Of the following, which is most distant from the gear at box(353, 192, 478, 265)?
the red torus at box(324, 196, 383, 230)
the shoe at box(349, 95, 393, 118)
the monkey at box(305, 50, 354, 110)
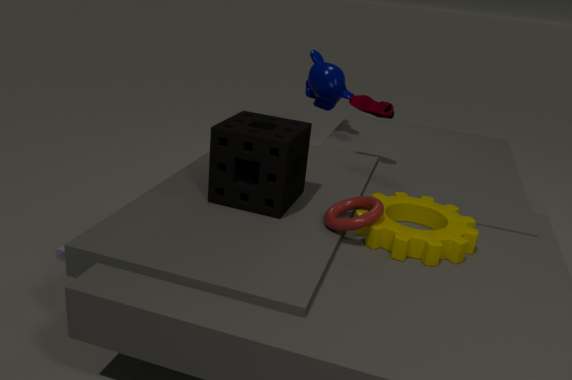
A: the monkey at box(305, 50, 354, 110)
